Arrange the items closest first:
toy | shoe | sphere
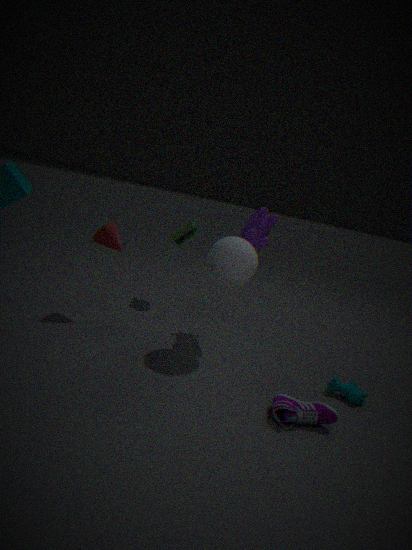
shoe, sphere, toy
